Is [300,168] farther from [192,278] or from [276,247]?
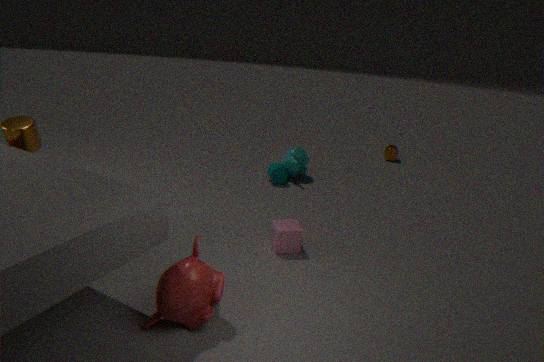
[192,278]
